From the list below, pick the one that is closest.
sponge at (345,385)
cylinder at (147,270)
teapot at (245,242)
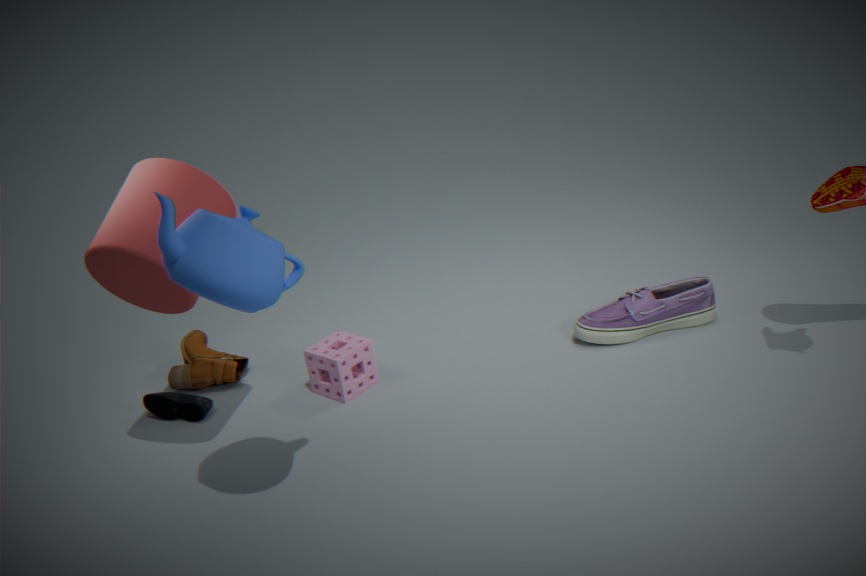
teapot at (245,242)
